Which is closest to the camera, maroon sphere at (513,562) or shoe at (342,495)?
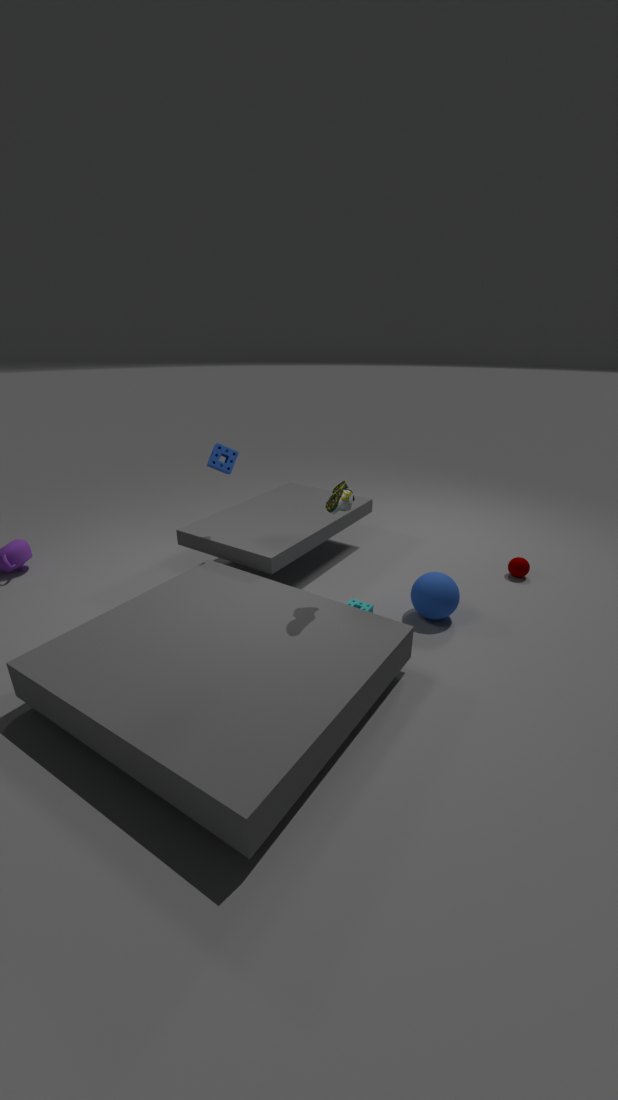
shoe at (342,495)
